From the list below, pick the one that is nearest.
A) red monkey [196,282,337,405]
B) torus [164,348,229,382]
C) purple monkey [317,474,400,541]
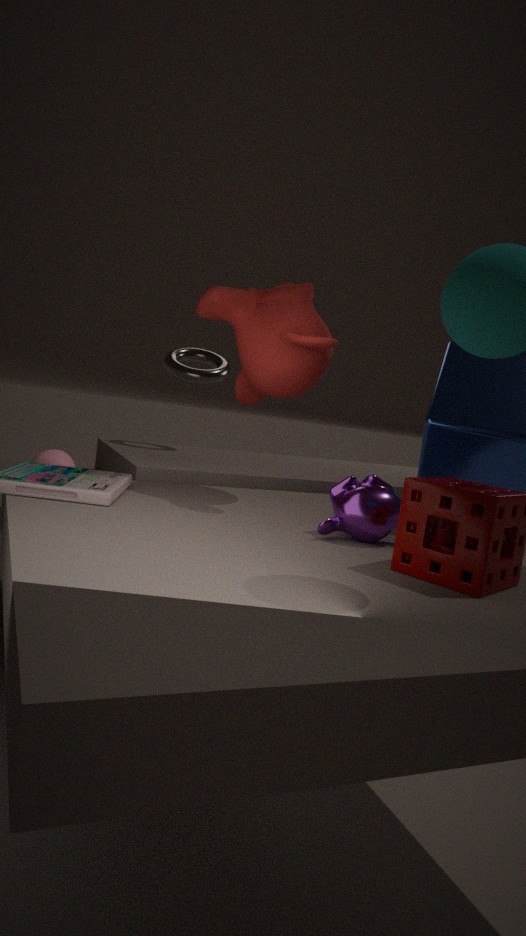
purple monkey [317,474,400,541]
